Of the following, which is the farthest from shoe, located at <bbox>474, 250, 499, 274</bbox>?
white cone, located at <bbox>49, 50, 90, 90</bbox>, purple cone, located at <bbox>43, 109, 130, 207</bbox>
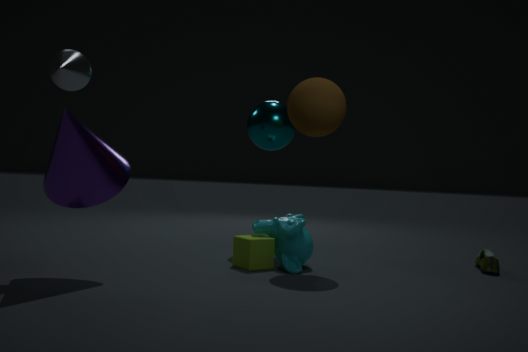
white cone, located at <bbox>49, 50, 90, 90</bbox>
